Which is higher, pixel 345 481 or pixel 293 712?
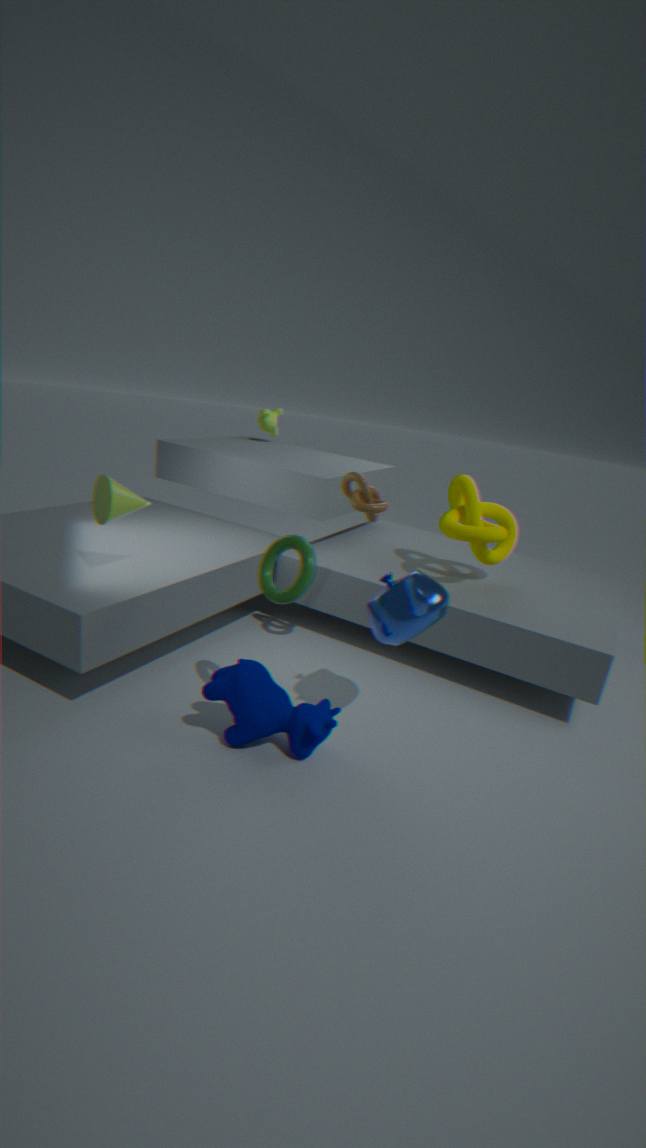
pixel 345 481
